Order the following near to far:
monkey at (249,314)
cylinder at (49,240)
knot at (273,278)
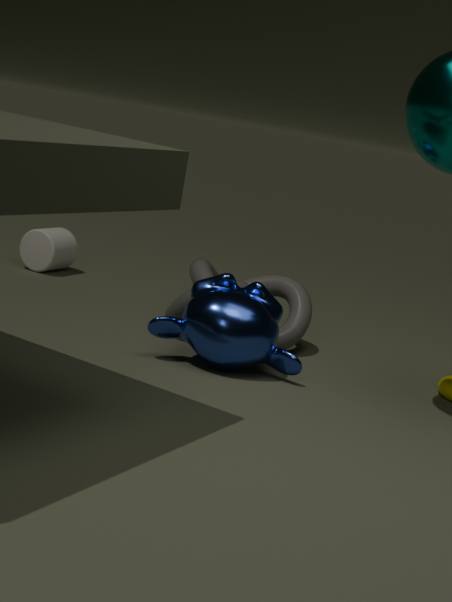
monkey at (249,314), knot at (273,278), cylinder at (49,240)
